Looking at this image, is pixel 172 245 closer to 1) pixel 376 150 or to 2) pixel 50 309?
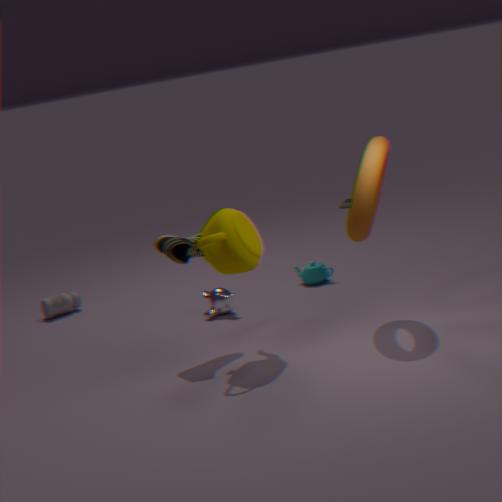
1) pixel 376 150
